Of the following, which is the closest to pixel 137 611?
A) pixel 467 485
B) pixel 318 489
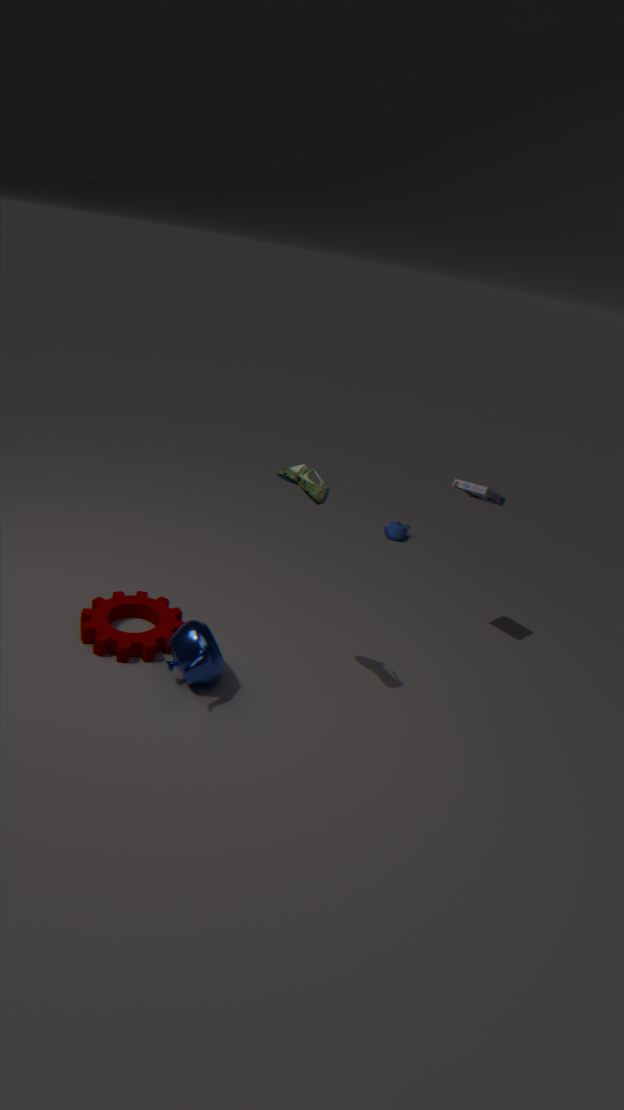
pixel 318 489
